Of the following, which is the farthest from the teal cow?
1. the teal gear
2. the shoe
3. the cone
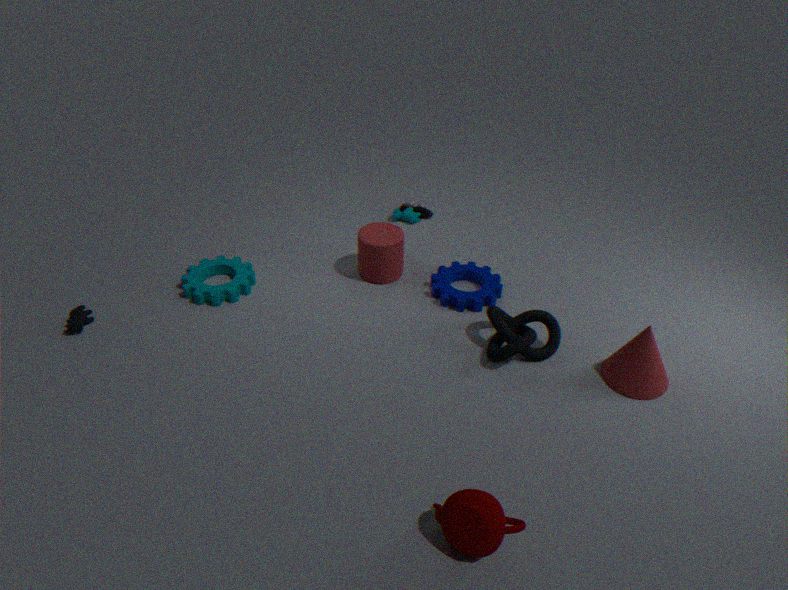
the cone
